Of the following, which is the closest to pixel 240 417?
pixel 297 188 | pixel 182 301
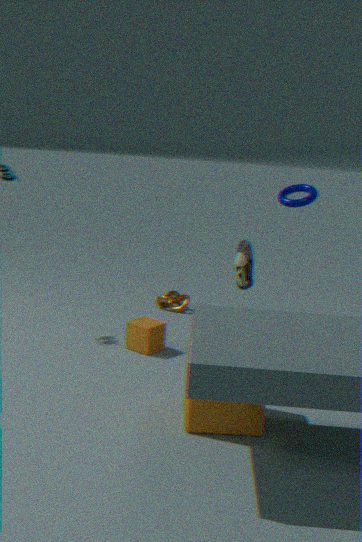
pixel 297 188
